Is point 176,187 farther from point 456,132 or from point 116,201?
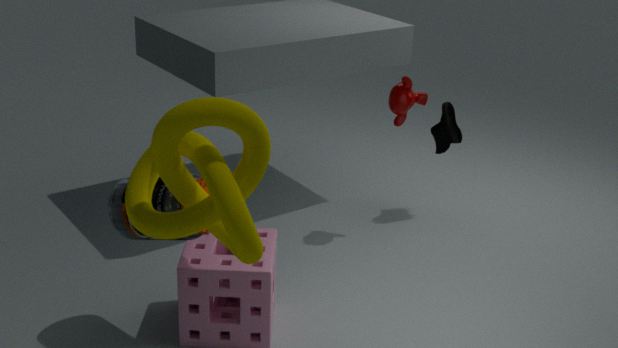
point 456,132
